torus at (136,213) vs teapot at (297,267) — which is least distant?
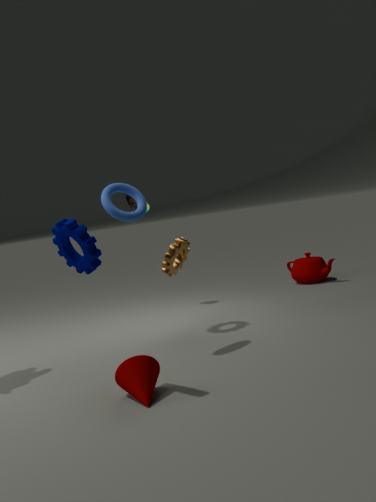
torus at (136,213)
